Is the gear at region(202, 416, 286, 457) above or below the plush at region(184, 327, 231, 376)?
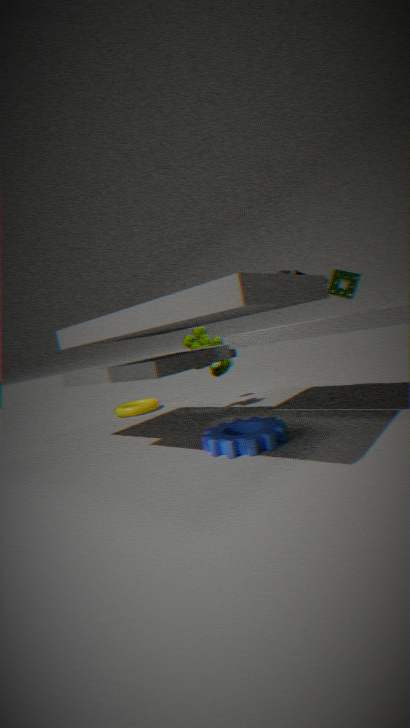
below
